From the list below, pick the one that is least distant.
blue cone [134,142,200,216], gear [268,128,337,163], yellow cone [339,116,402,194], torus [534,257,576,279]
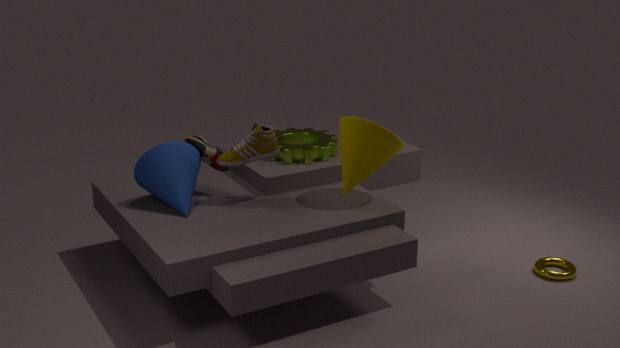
yellow cone [339,116,402,194]
